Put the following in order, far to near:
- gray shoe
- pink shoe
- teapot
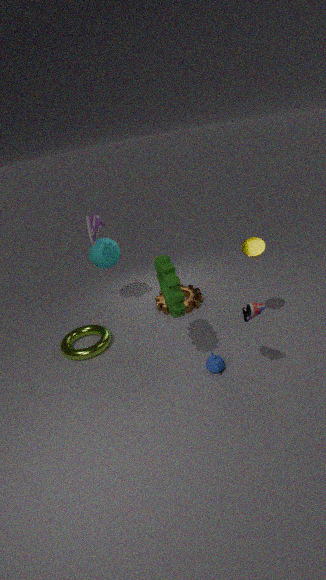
gray shoe, teapot, pink shoe
